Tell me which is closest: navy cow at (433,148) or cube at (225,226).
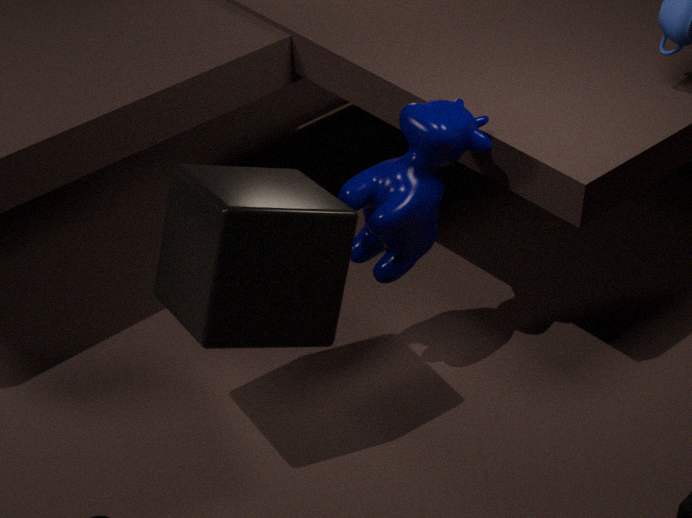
cube at (225,226)
